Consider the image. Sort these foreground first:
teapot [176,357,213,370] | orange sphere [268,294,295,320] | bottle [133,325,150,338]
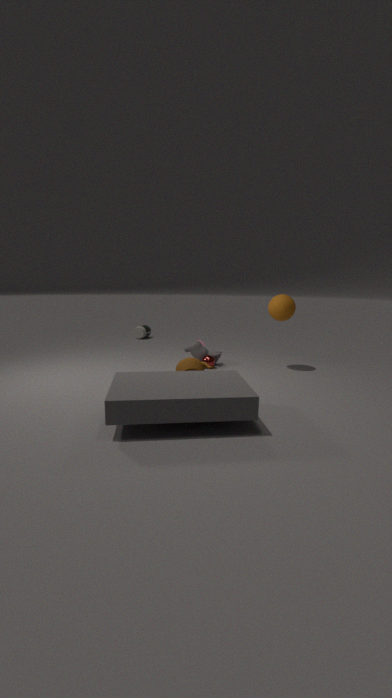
1. teapot [176,357,213,370]
2. orange sphere [268,294,295,320]
3. bottle [133,325,150,338]
